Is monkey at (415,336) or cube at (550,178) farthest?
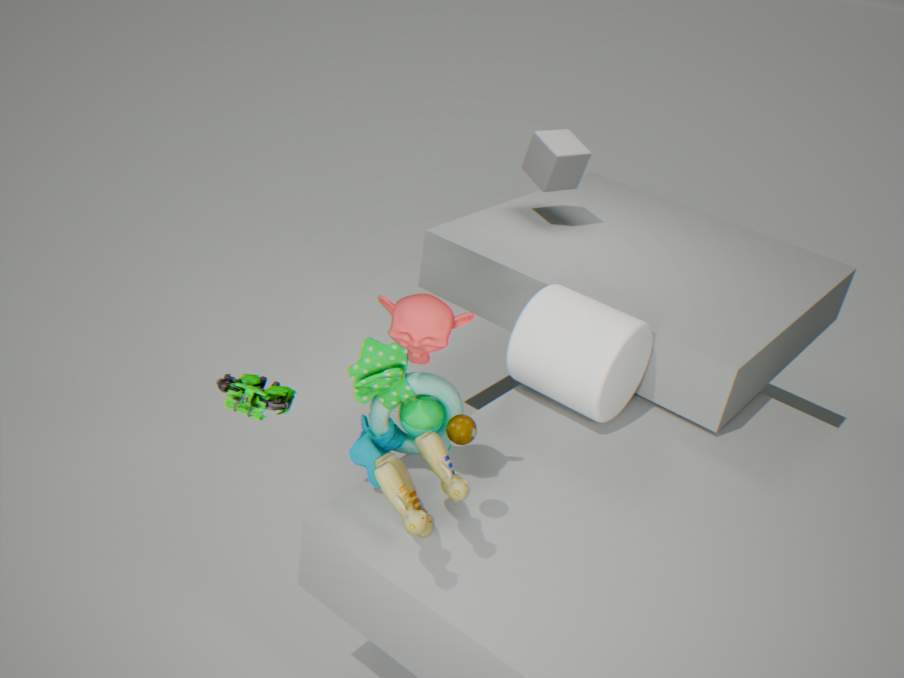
cube at (550,178)
